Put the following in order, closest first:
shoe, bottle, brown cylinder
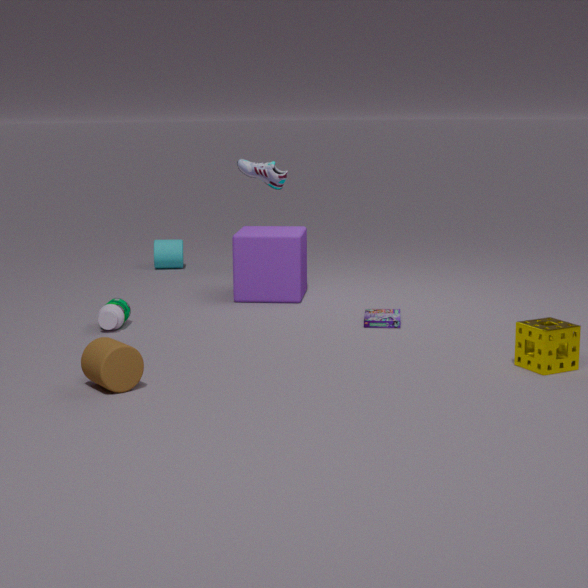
brown cylinder → bottle → shoe
